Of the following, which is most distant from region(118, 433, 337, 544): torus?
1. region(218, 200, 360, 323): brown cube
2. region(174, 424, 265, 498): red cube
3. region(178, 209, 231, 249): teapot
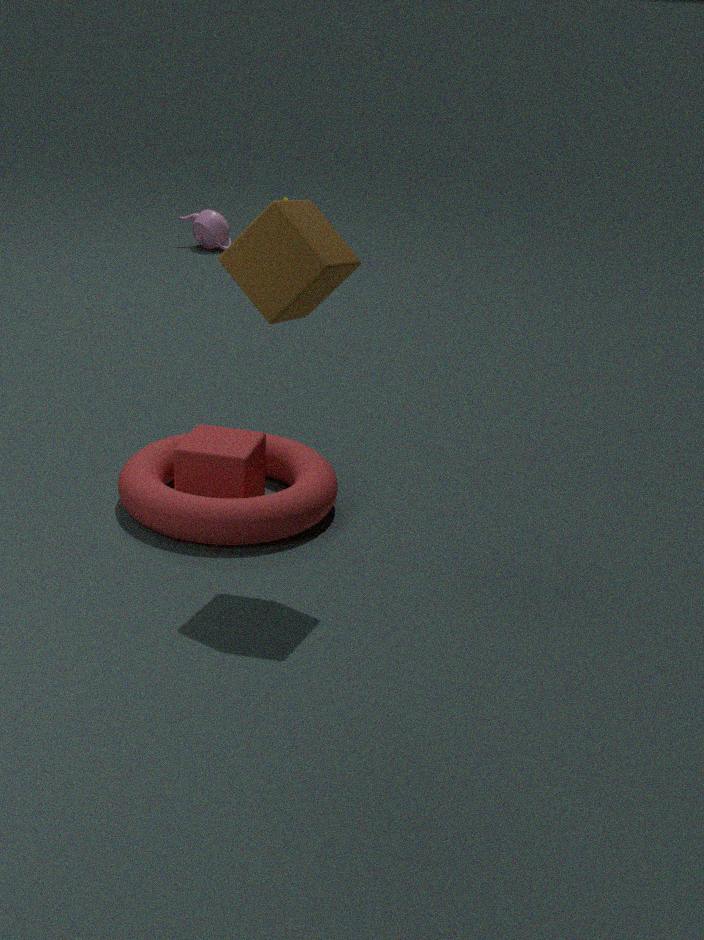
region(178, 209, 231, 249): teapot
